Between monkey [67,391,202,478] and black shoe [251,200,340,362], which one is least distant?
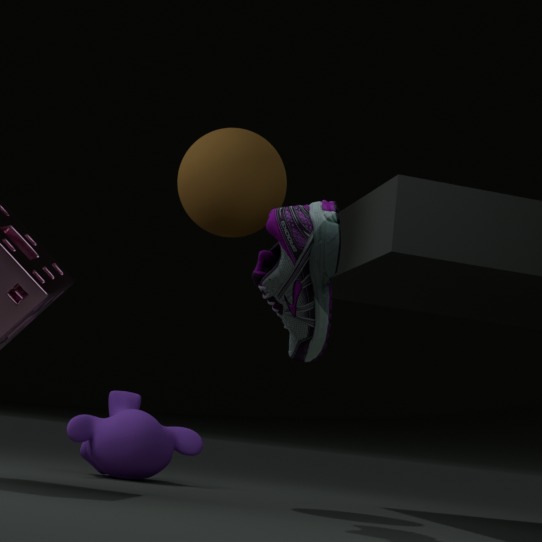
black shoe [251,200,340,362]
